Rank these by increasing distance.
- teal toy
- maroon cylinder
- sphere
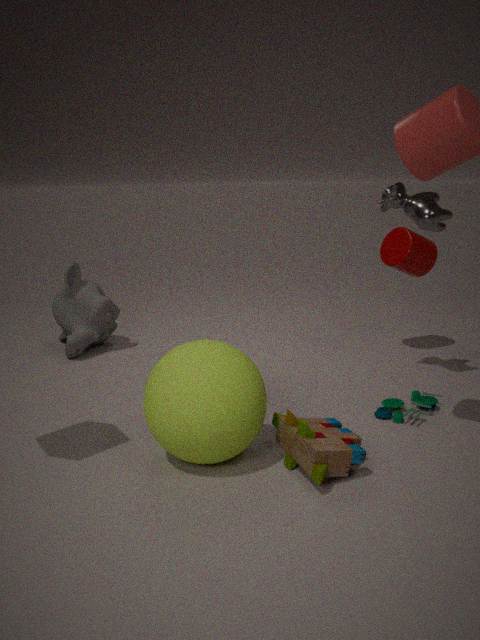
sphere
teal toy
maroon cylinder
